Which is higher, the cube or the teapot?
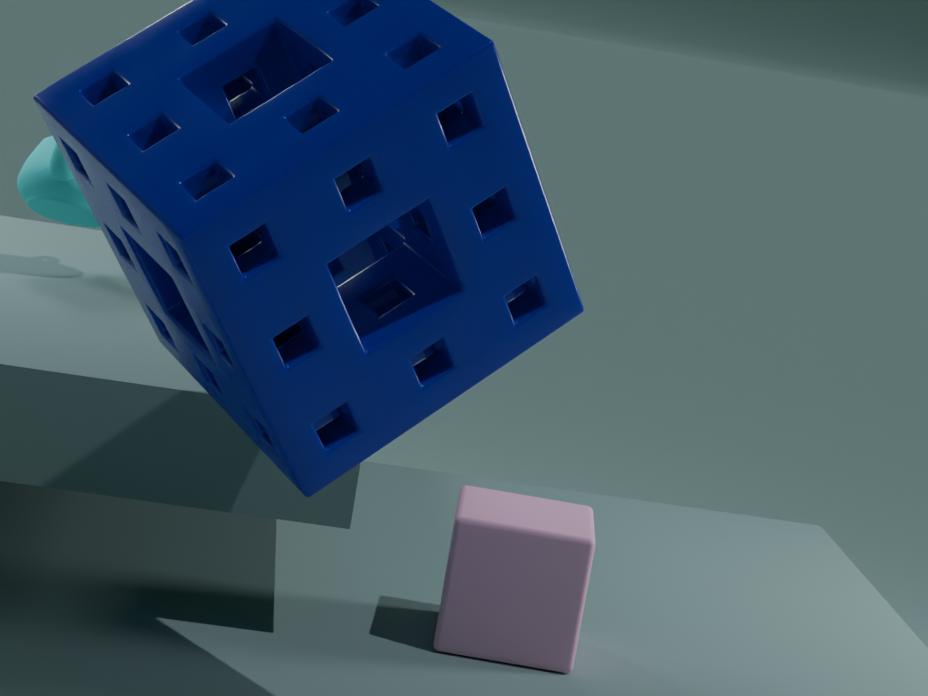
the teapot
